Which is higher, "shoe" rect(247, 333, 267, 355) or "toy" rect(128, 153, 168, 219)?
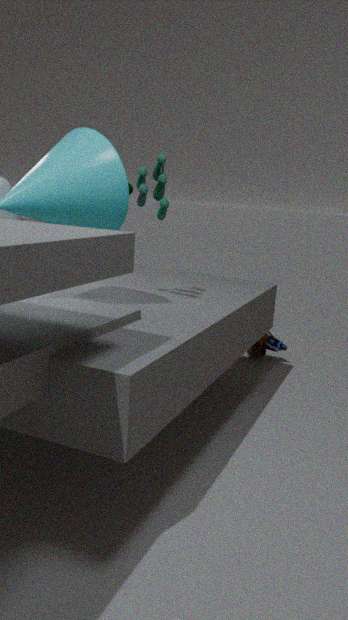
"toy" rect(128, 153, 168, 219)
